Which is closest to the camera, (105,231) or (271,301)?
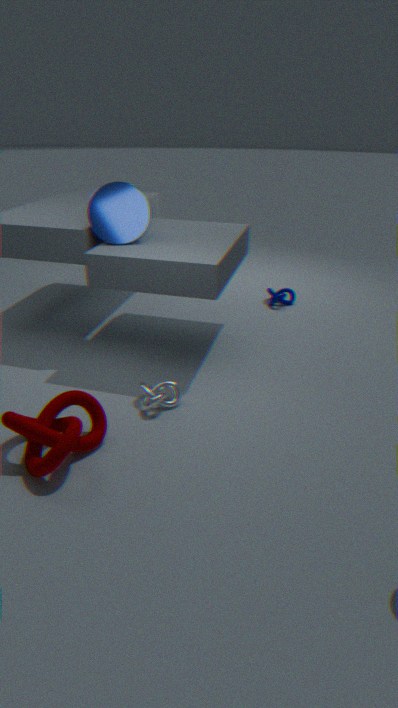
(105,231)
